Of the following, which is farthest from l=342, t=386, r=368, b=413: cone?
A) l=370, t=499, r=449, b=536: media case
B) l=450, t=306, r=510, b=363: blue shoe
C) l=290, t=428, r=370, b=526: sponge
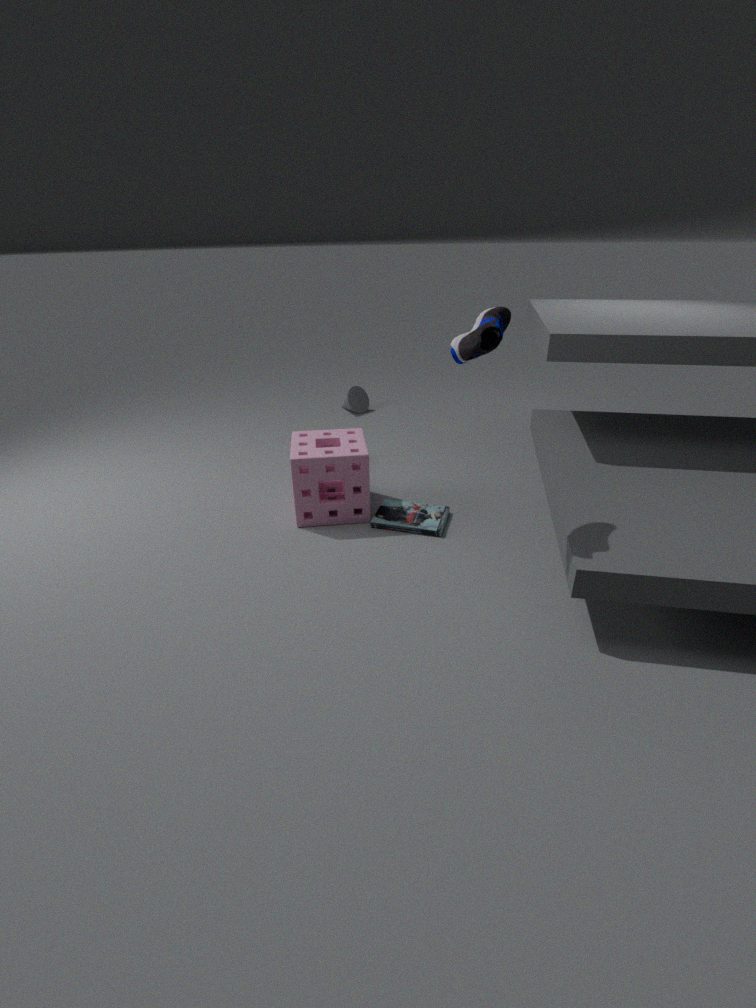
l=450, t=306, r=510, b=363: blue shoe
